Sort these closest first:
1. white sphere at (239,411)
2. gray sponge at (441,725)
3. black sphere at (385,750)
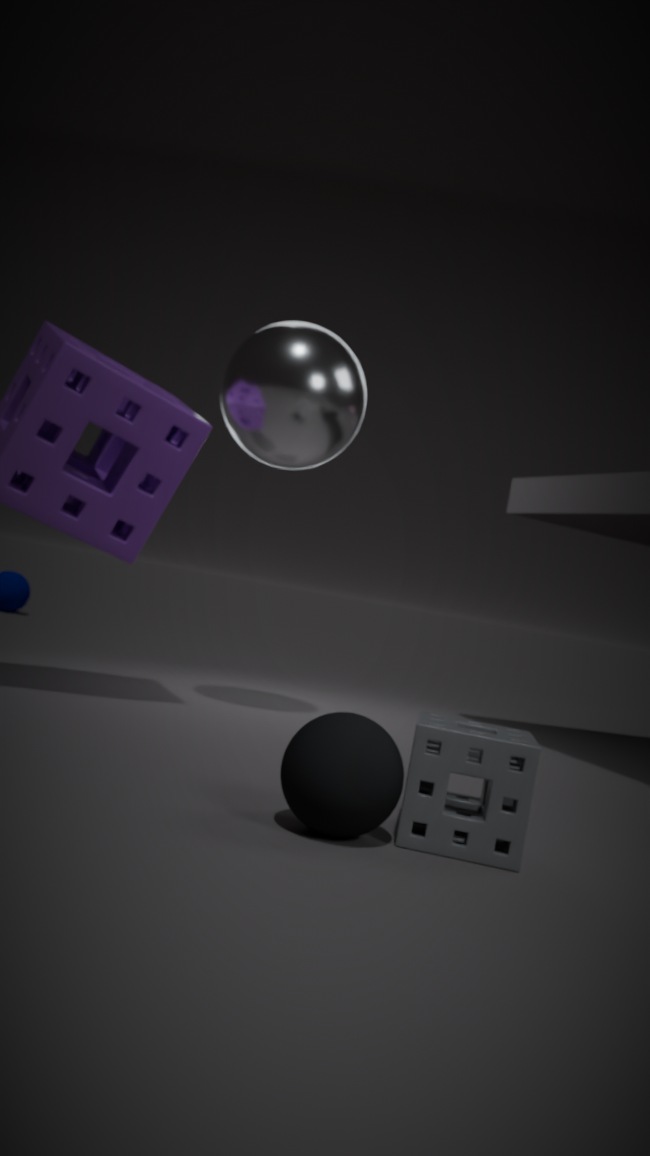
black sphere at (385,750), gray sponge at (441,725), white sphere at (239,411)
